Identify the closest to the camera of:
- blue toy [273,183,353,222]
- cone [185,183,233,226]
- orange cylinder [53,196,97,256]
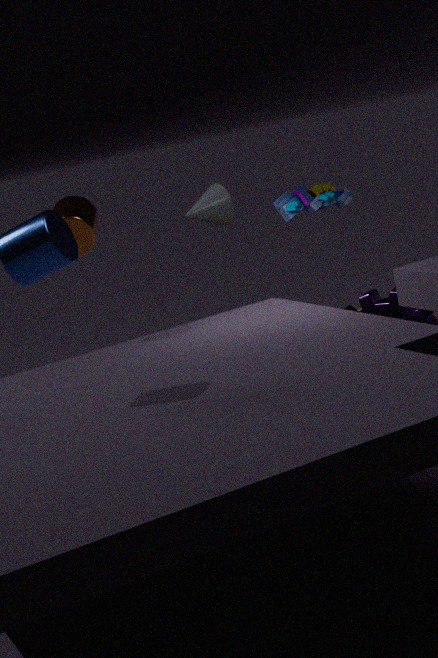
orange cylinder [53,196,97,256]
